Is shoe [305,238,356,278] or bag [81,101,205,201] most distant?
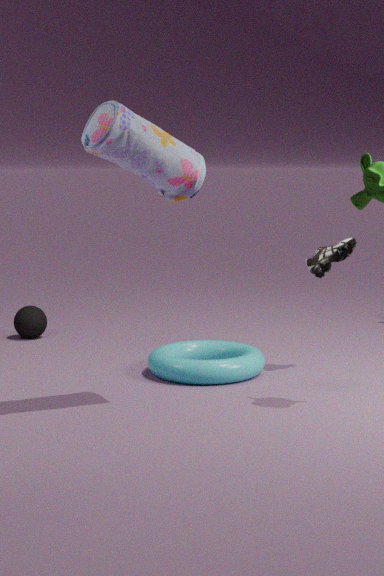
shoe [305,238,356,278]
